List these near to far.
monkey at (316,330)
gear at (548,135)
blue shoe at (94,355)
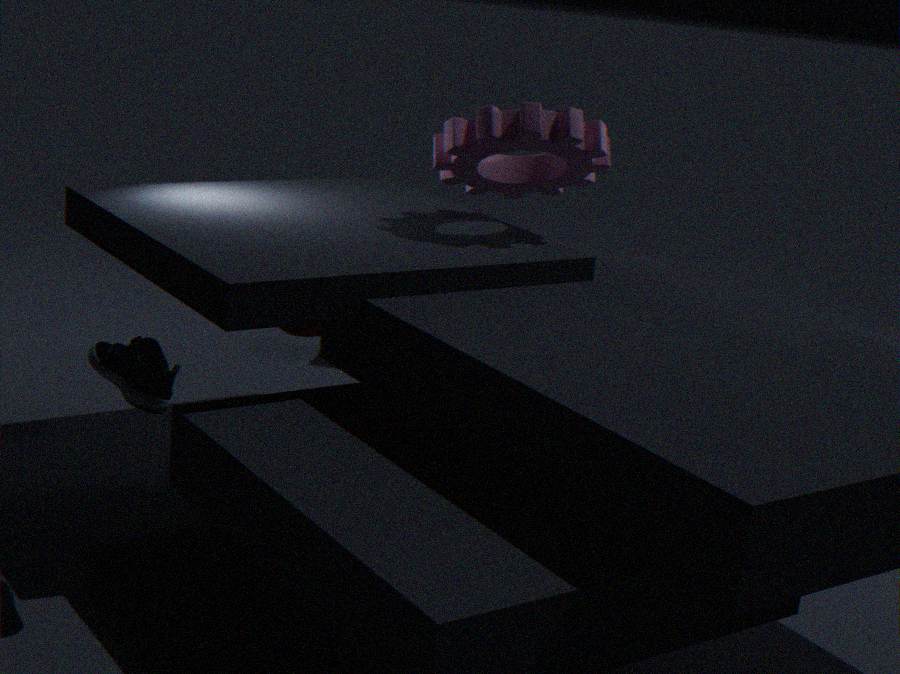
blue shoe at (94,355) → gear at (548,135) → monkey at (316,330)
